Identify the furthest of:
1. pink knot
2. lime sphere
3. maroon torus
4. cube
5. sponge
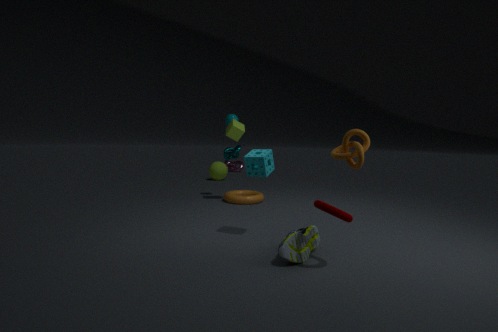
pink knot
